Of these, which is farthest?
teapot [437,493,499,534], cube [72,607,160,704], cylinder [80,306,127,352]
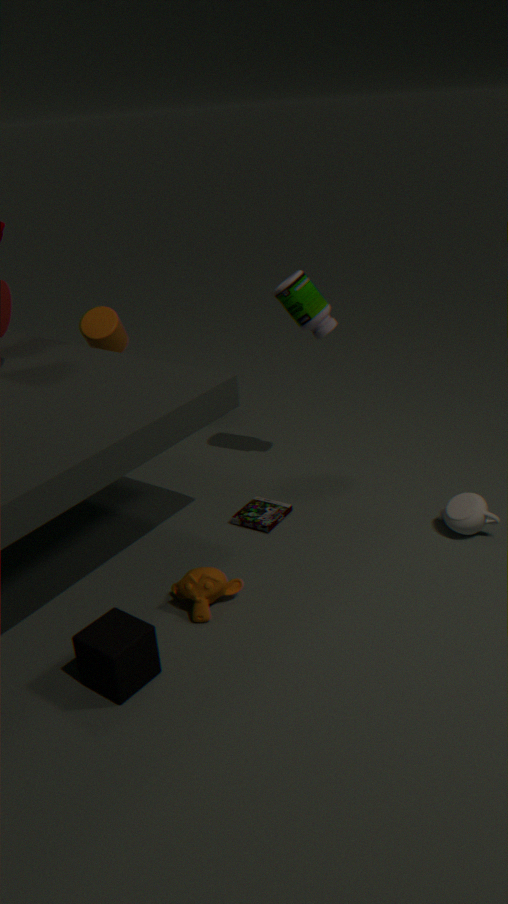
cylinder [80,306,127,352]
